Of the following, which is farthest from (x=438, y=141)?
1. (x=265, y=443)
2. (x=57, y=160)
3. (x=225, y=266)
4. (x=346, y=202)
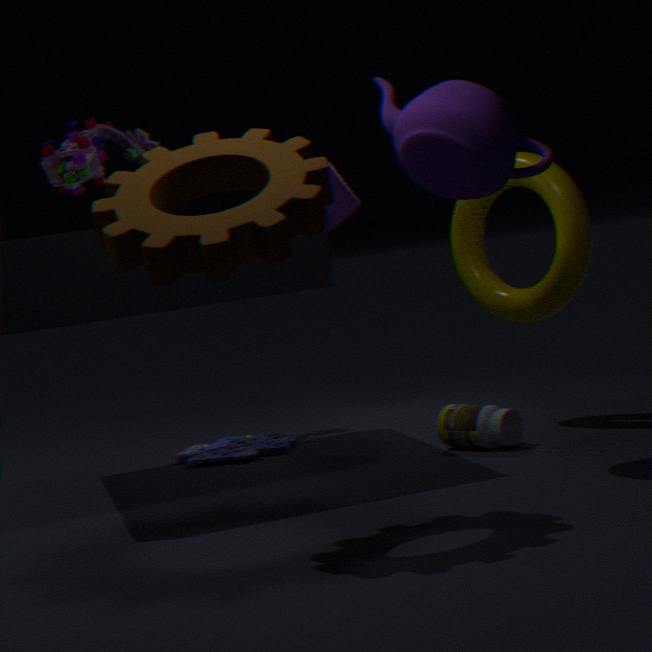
(x=57, y=160)
